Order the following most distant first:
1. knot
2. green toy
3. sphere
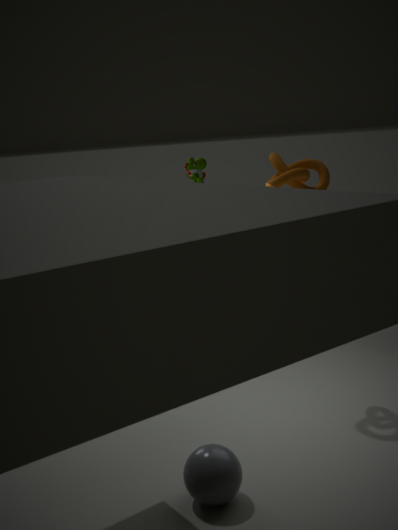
green toy
knot
sphere
